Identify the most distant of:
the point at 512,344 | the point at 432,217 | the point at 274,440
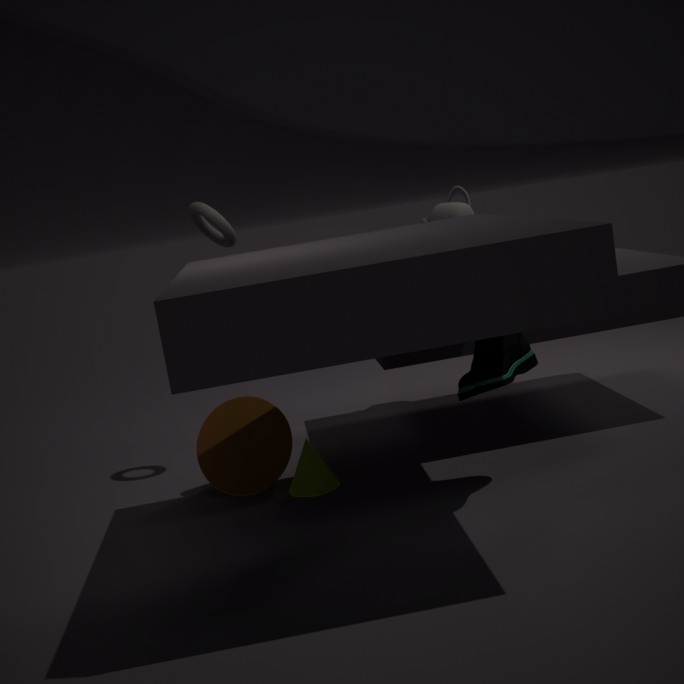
the point at 432,217
